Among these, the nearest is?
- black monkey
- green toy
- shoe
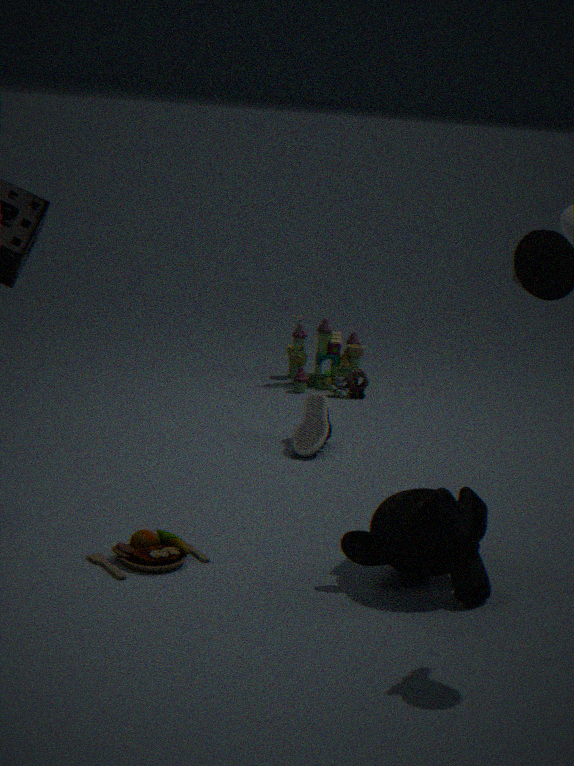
black monkey
